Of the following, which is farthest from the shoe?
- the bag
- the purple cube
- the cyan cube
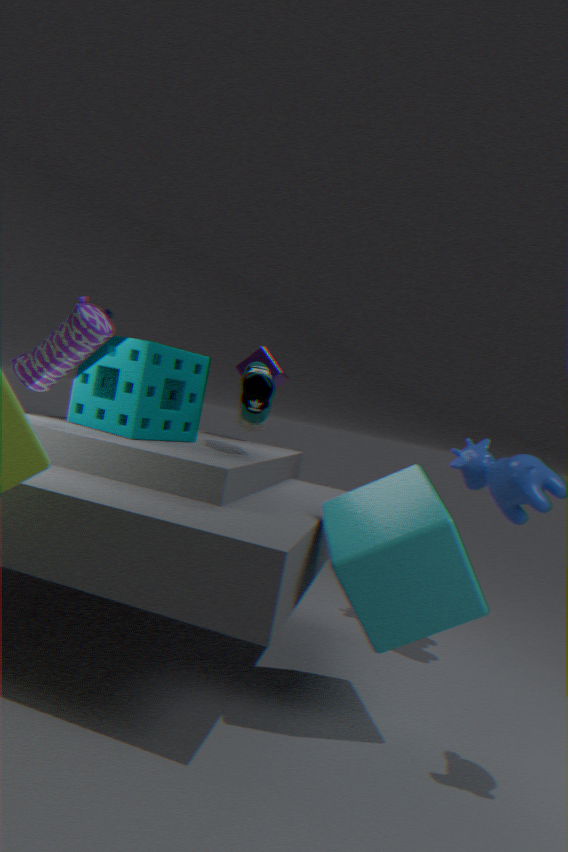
the bag
